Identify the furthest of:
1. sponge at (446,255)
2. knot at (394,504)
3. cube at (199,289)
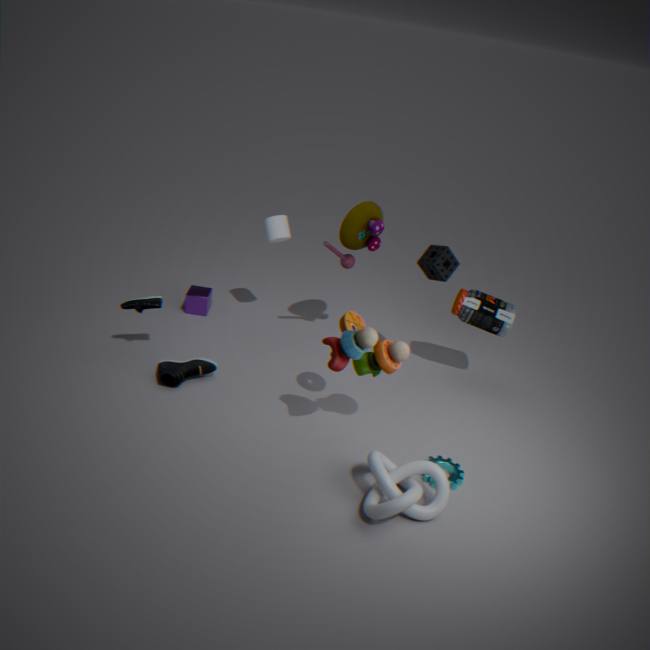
cube at (199,289)
